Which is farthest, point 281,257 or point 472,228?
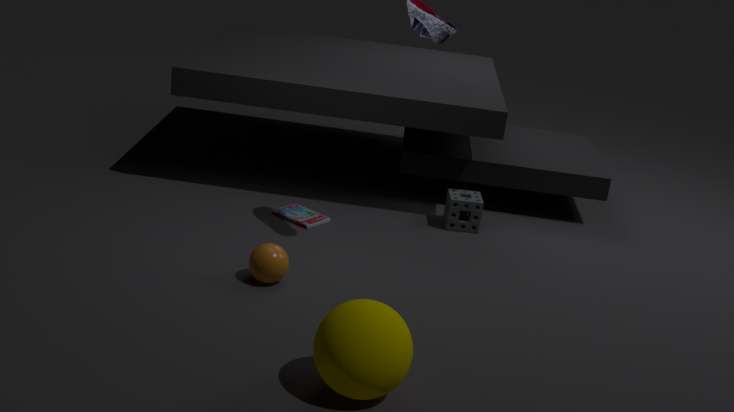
point 472,228
